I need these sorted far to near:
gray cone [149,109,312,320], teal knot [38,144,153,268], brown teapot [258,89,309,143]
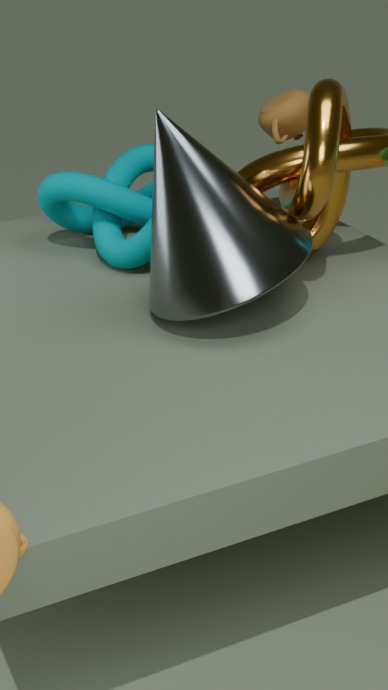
1. brown teapot [258,89,309,143]
2. teal knot [38,144,153,268]
3. gray cone [149,109,312,320]
